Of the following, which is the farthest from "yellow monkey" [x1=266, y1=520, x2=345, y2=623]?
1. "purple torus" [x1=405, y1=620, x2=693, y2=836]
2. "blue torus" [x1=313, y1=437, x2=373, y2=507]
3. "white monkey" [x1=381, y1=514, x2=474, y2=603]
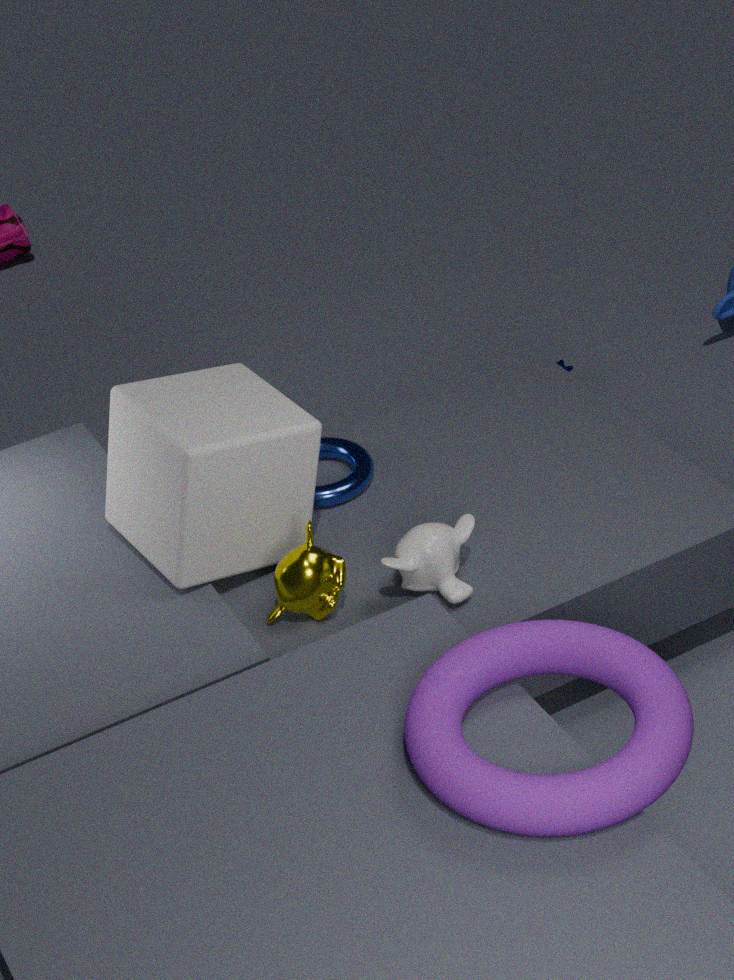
"purple torus" [x1=405, y1=620, x2=693, y2=836]
